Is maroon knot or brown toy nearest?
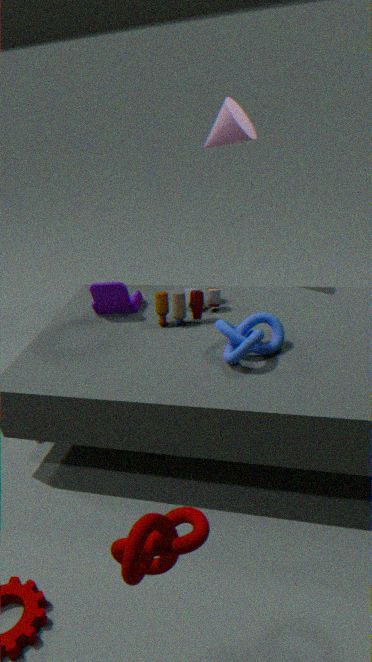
maroon knot
